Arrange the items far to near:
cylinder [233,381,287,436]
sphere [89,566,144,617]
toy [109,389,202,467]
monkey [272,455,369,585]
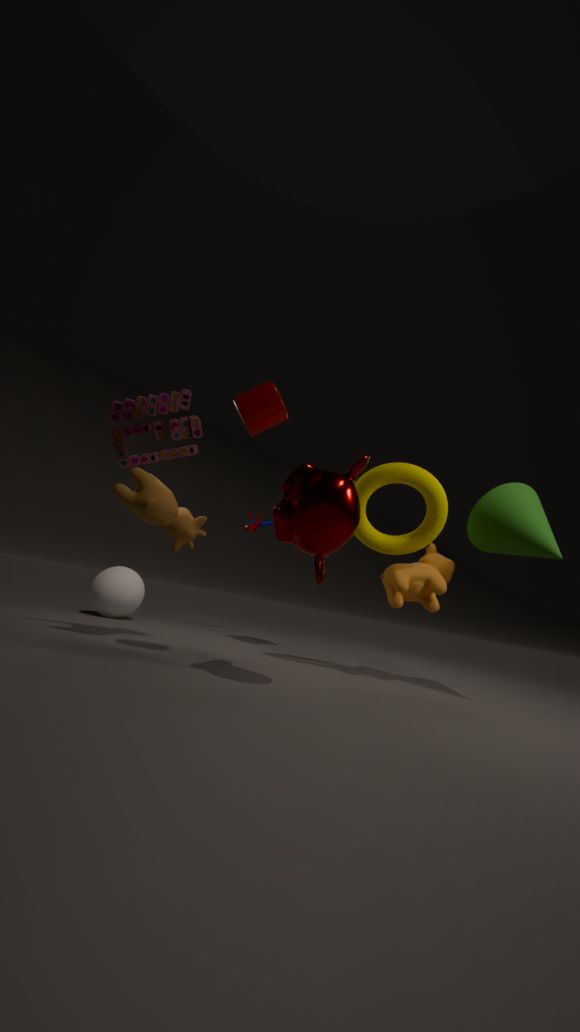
sphere [89,566,144,617] < toy [109,389,202,467] < cylinder [233,381,287,436] < monkey [272,455,369,585]
